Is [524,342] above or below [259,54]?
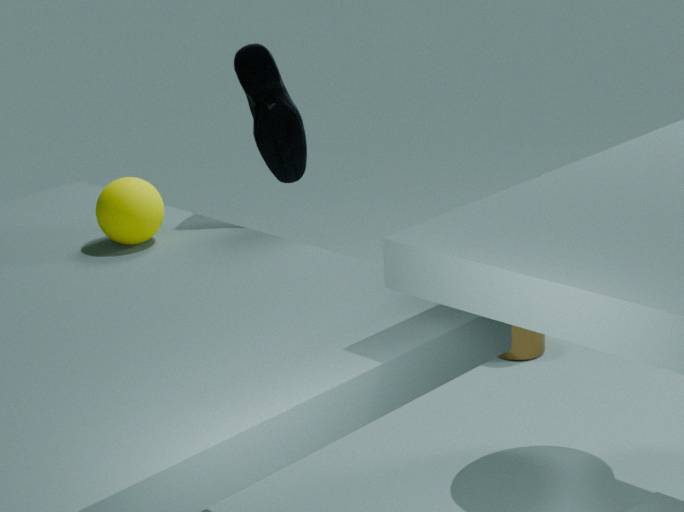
below
